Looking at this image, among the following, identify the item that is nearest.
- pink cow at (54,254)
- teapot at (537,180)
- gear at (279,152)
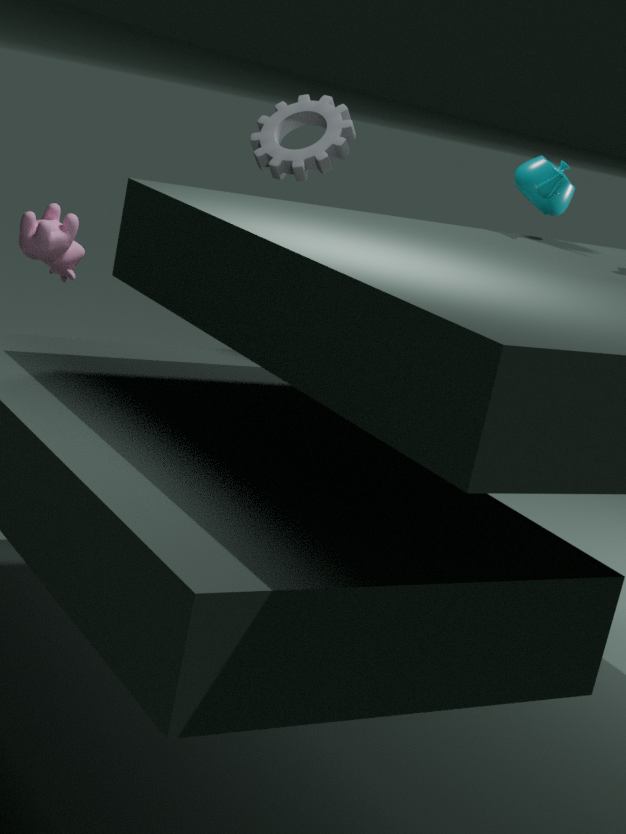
teapot at (537,180)
